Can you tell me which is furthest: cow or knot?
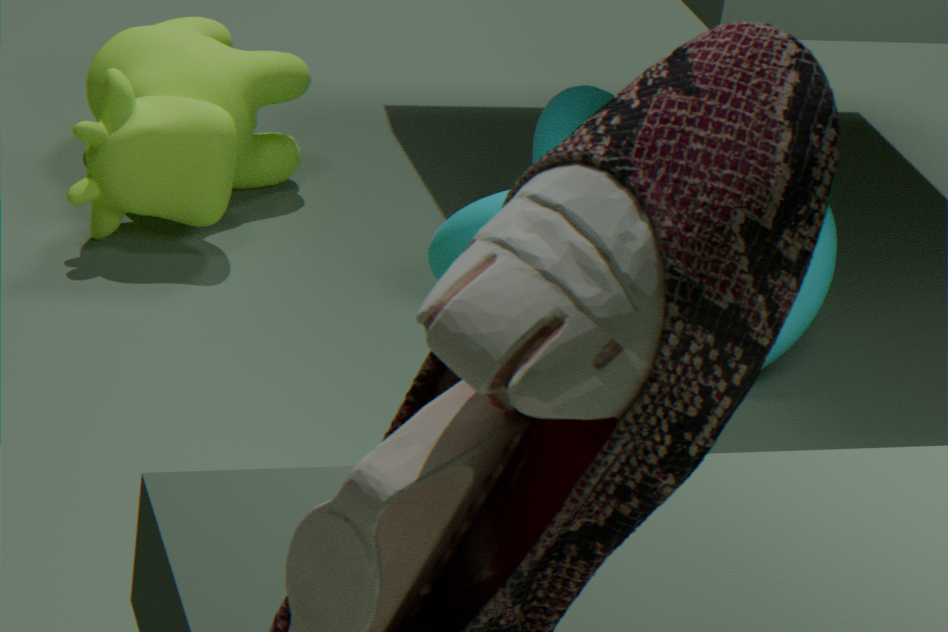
cow
